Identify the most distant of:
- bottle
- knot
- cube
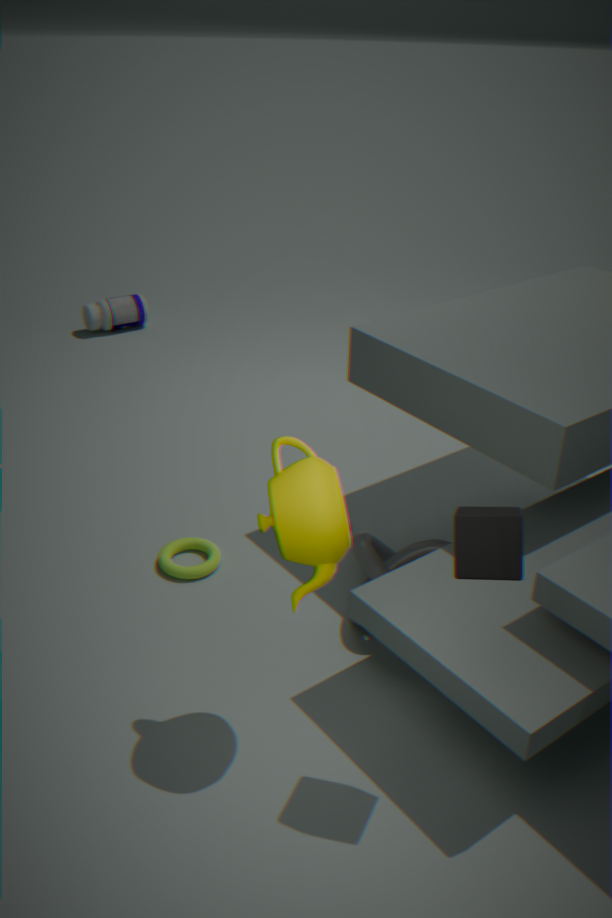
bottle
